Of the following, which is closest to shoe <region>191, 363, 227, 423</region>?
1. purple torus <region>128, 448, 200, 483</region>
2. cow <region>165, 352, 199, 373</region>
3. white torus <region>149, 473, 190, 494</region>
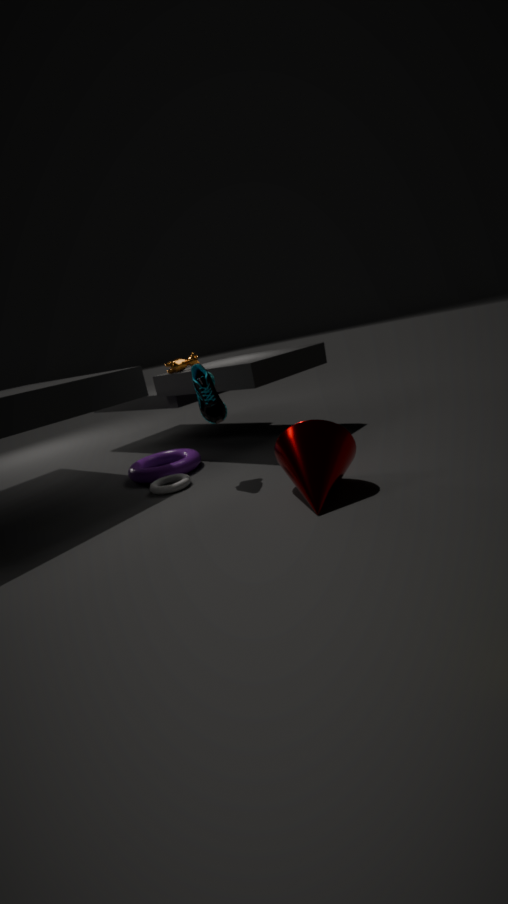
white torus <region>149, 473, 190, 494</region>
